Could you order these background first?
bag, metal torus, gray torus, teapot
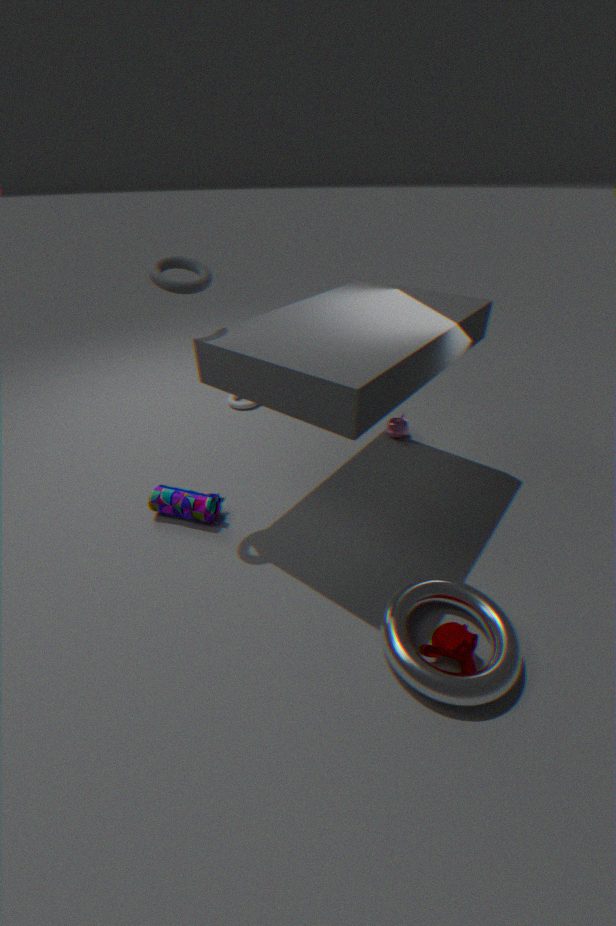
teapot, bag, gray torus, metal torus
